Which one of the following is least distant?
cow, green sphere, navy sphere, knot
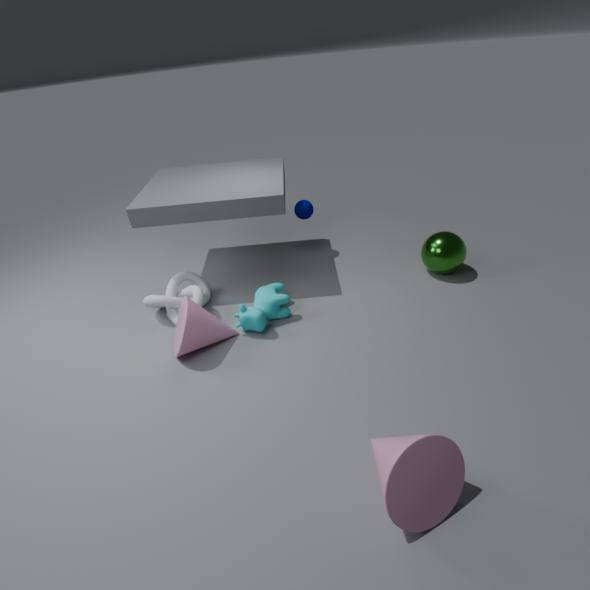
cow
